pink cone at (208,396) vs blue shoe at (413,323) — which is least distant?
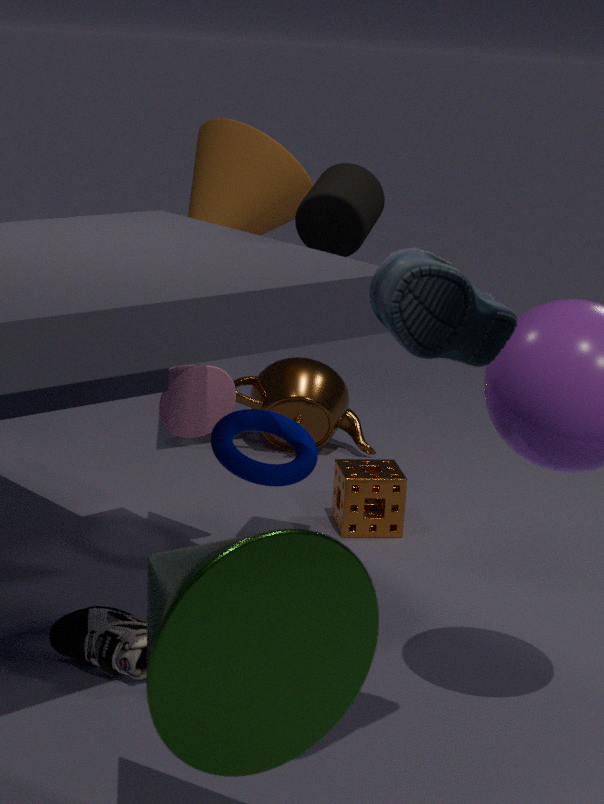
blue shoe at (413,323)
